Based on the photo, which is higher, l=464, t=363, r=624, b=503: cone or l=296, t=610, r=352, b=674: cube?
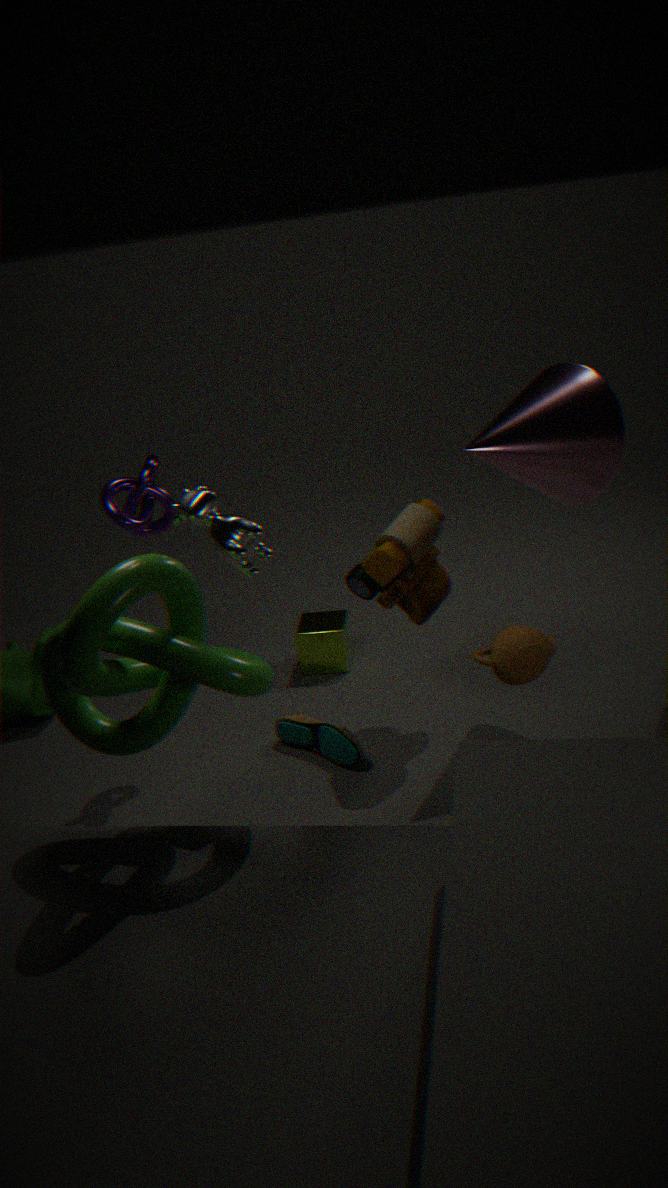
l=464, t=363, r=624, b=503: cone
